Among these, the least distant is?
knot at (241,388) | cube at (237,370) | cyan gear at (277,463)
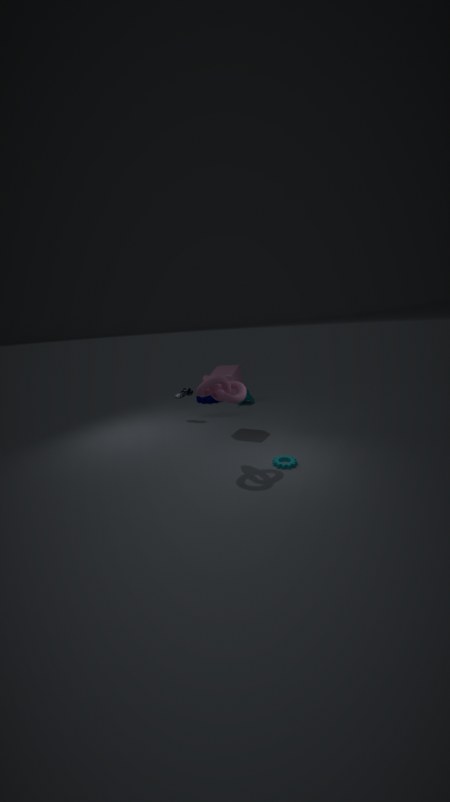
knot at (241,388)
